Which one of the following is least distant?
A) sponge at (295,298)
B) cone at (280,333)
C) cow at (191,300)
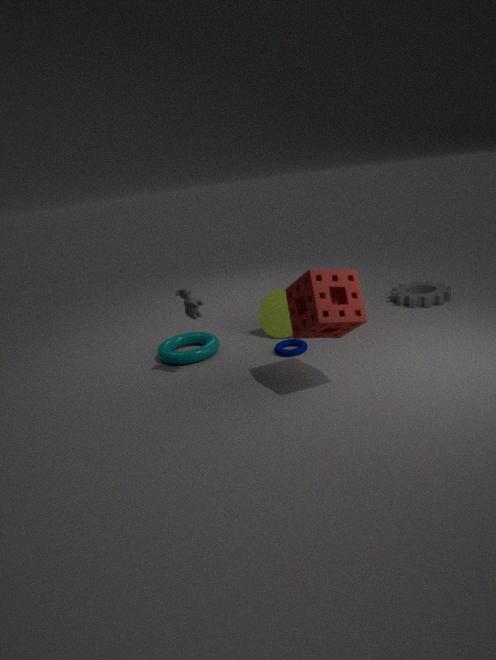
sponge at (295,298)
